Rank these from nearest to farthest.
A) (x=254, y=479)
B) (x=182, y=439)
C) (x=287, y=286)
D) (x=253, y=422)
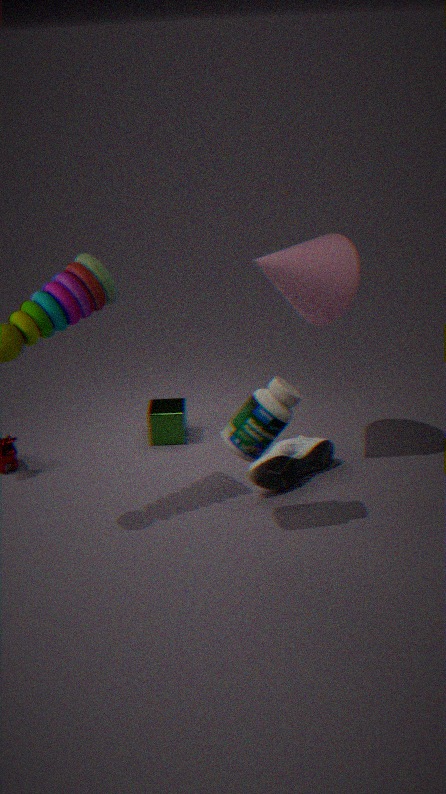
(x=253, y=422) < (x=287, y=286) < (x=254, y=479) < (x=182, y=439)
